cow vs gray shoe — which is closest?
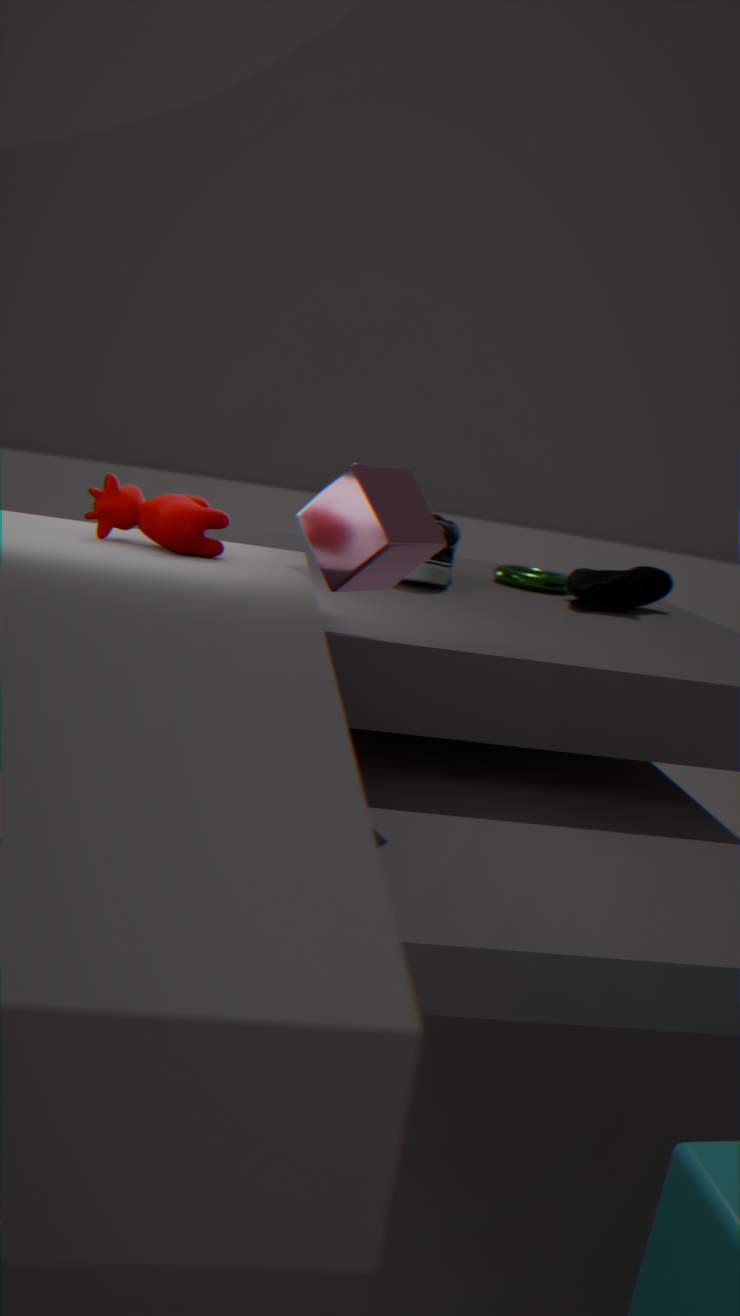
cow
